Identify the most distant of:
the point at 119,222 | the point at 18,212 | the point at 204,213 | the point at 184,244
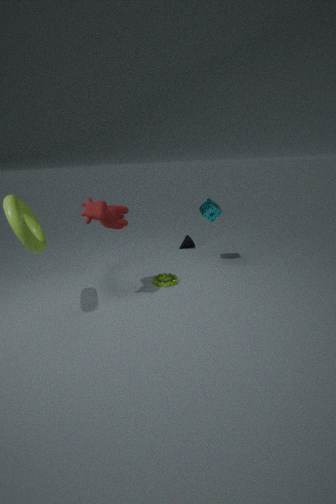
the point at 184,244
